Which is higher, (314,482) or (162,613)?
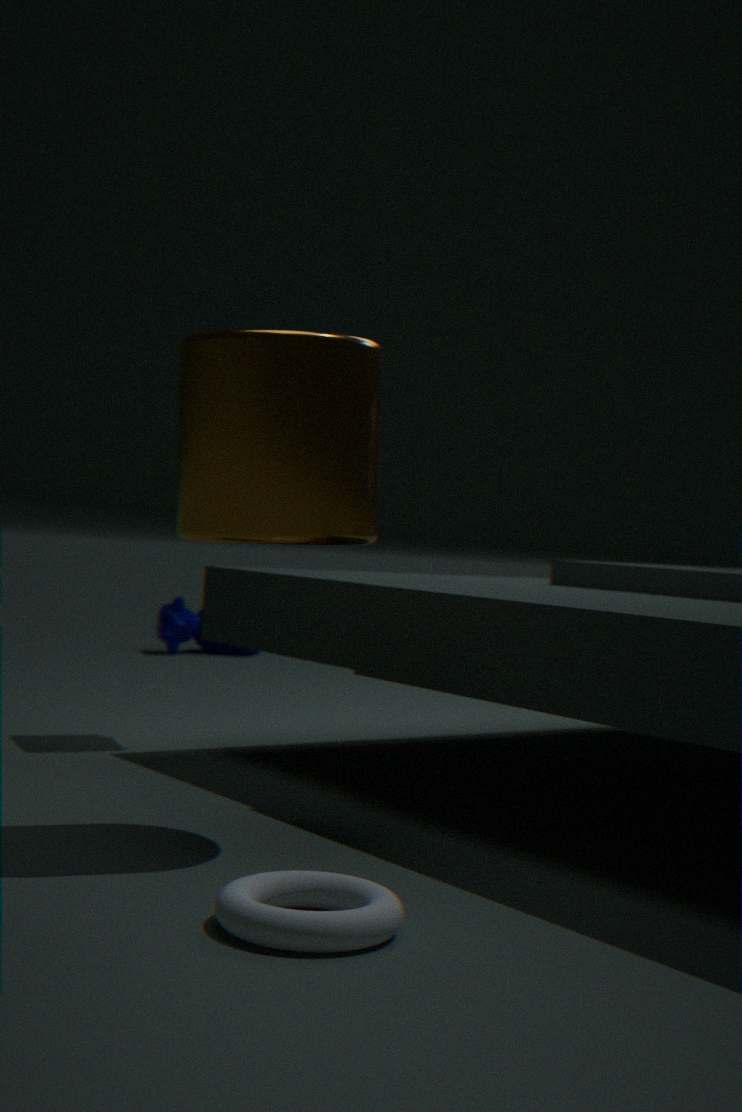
(314,482)
